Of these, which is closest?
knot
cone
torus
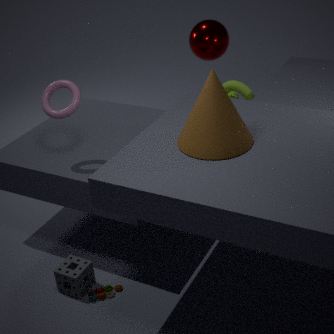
cone
